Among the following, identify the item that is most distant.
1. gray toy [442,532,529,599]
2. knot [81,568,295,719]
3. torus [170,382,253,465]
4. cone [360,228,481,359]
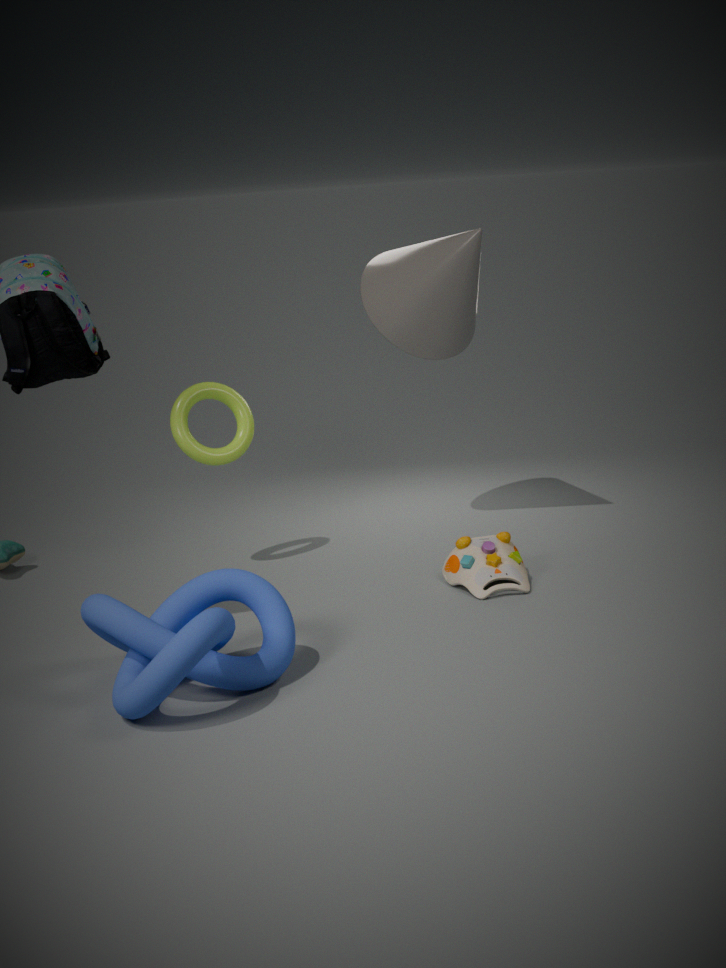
cone [360,228,481,359]
